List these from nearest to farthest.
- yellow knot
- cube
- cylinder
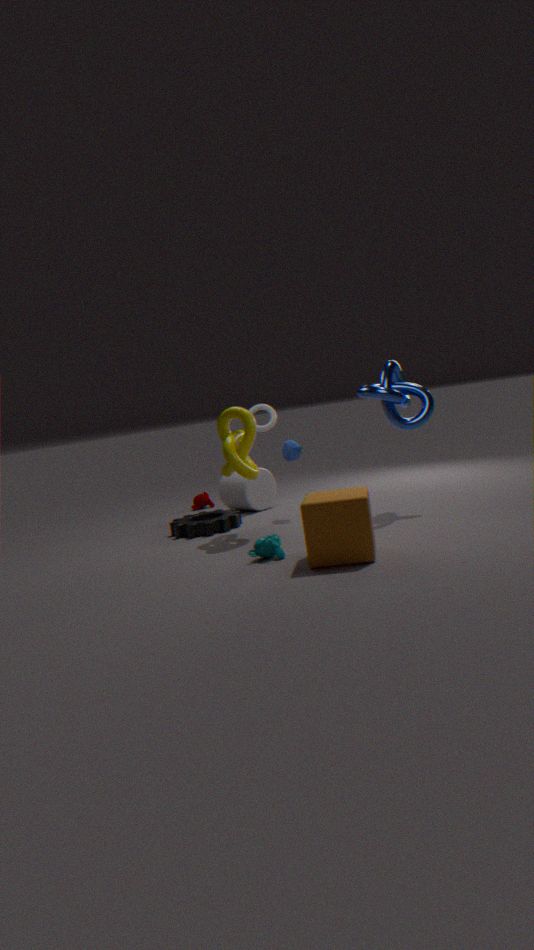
cube
yellow knot
cylinder
